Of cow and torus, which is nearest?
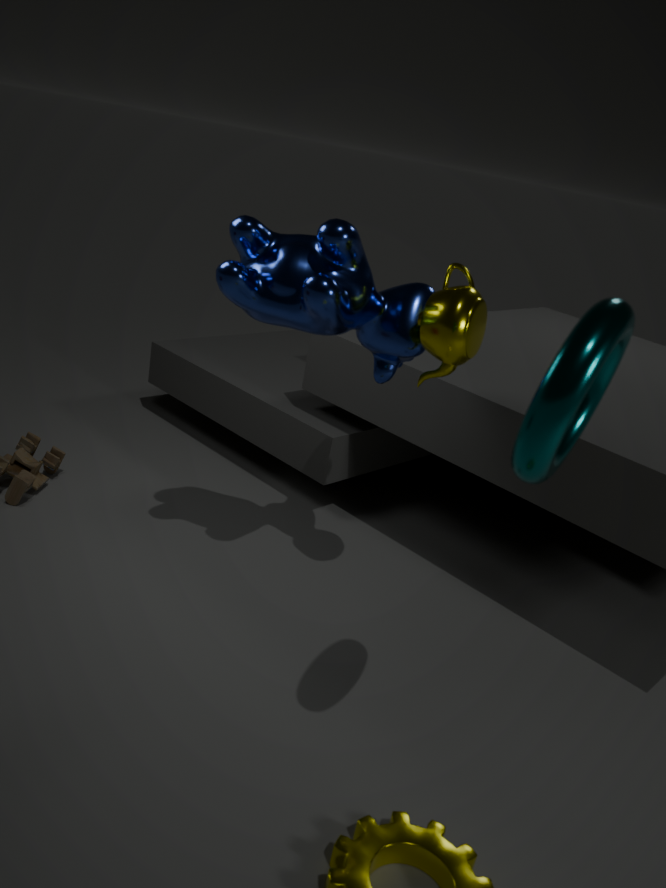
torus
